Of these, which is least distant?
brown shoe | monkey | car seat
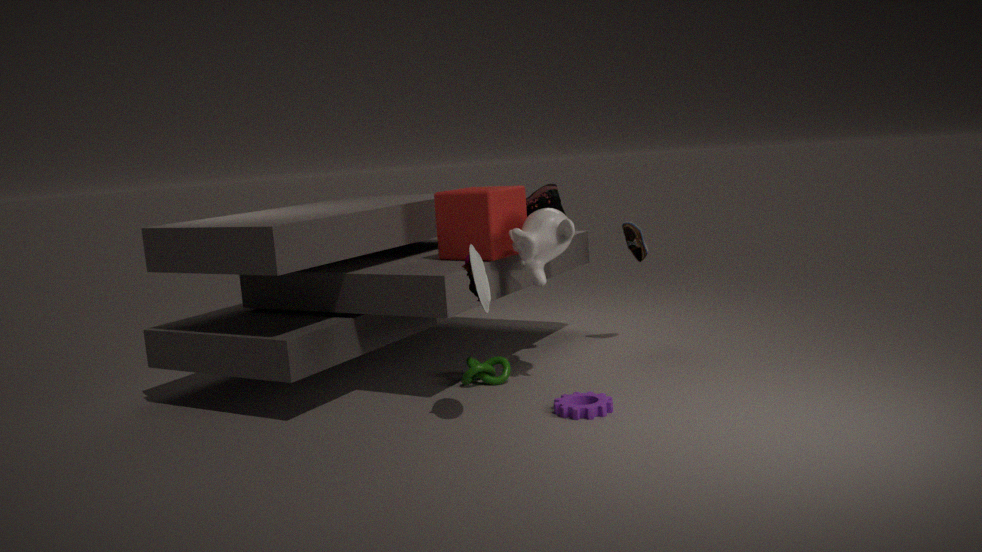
car seat
